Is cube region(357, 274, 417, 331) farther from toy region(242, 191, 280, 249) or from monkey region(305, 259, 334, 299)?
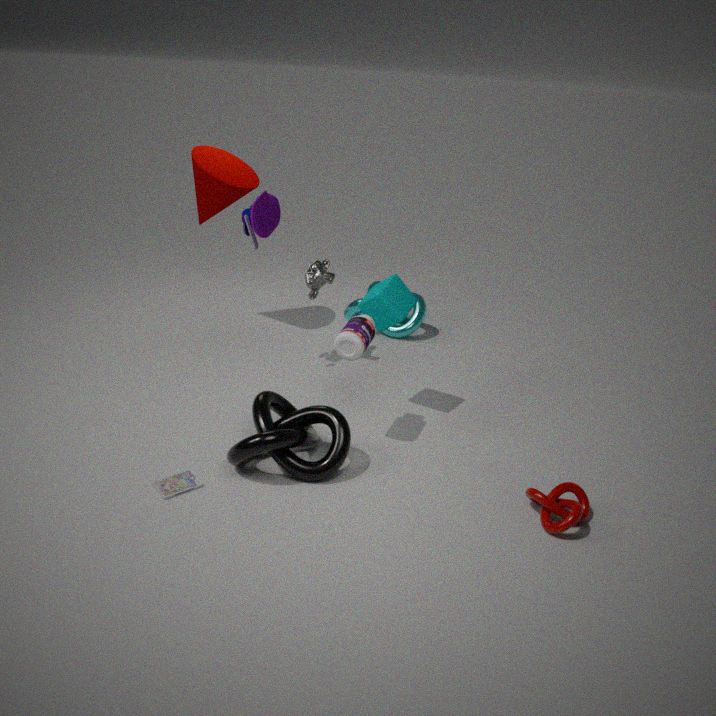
toy region(242, 191, 280, 249)
